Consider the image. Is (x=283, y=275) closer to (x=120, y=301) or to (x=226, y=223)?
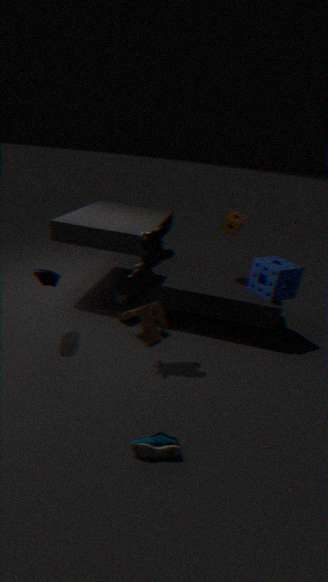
(x=226, y=223)
